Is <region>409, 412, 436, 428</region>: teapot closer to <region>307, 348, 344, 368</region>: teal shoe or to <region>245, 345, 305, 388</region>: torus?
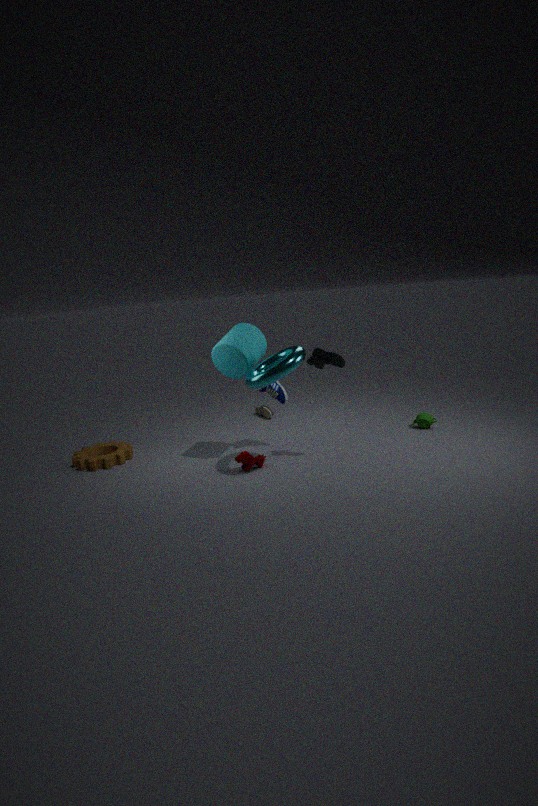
<region>307, 348, 344, 368</region>: teal shoe
